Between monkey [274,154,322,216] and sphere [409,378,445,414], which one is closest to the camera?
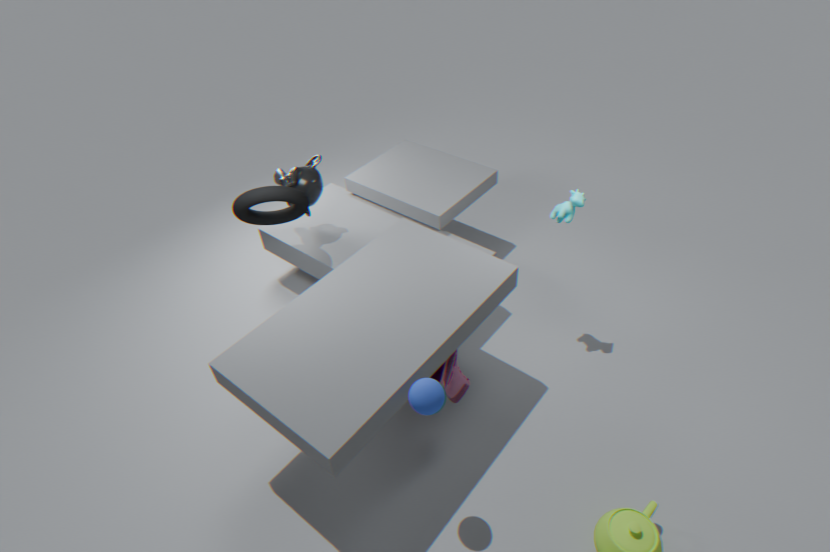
sphere [409,378,445,414]
